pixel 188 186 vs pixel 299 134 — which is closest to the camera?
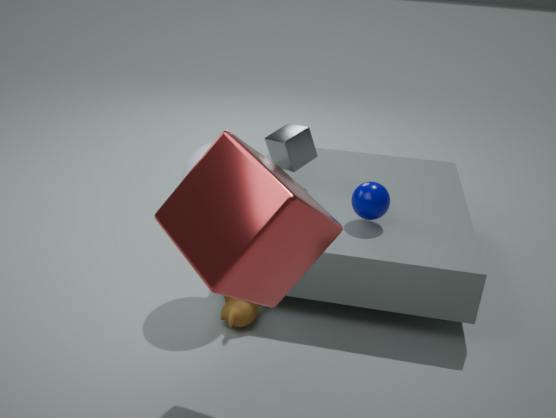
pixel 188 186
